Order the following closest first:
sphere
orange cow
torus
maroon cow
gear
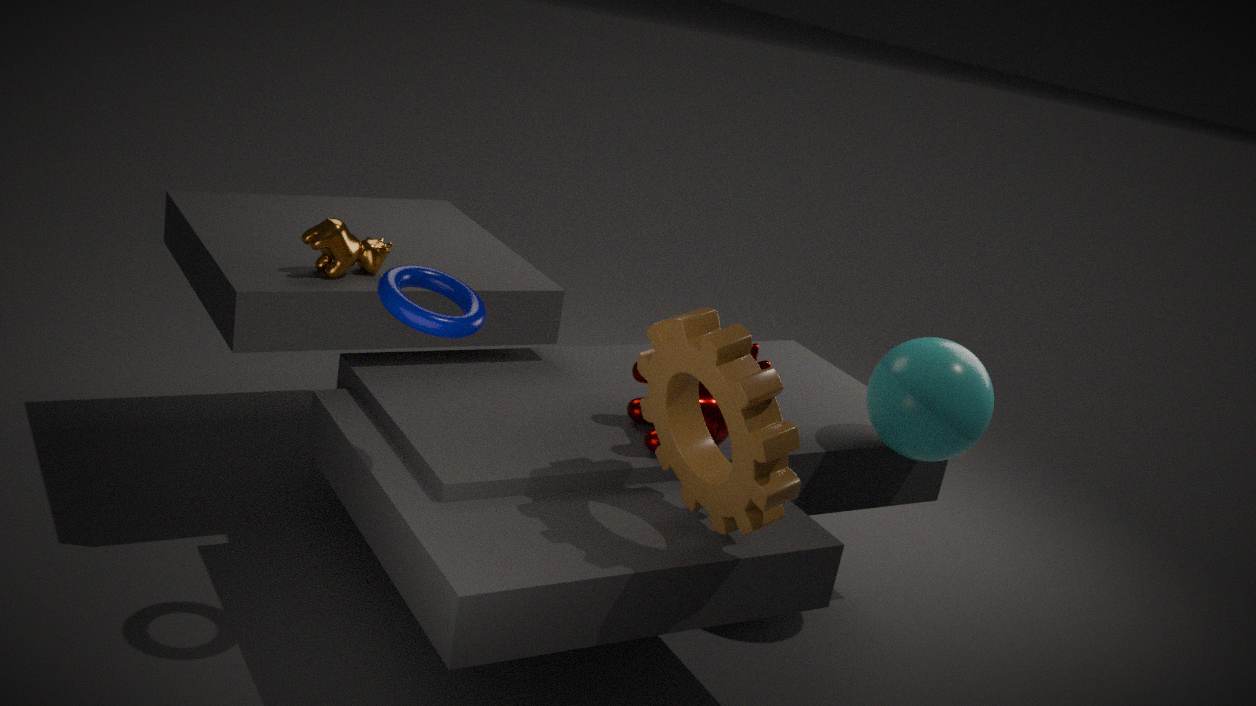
gear
torus
maroon cow
sphere
orange cow
